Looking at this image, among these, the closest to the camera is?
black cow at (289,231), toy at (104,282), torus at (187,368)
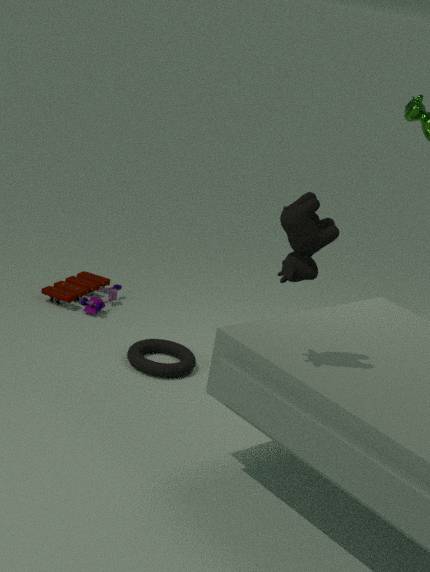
black cow at (289,231)
